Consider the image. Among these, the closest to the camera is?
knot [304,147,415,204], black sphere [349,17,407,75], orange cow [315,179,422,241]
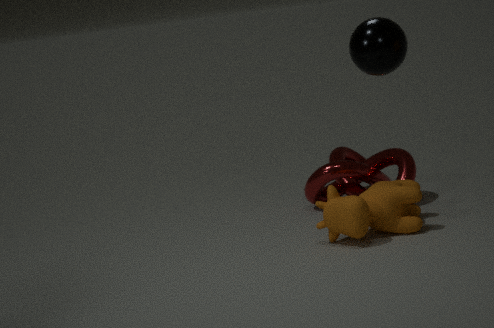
black sphere [349,17,407,75]
